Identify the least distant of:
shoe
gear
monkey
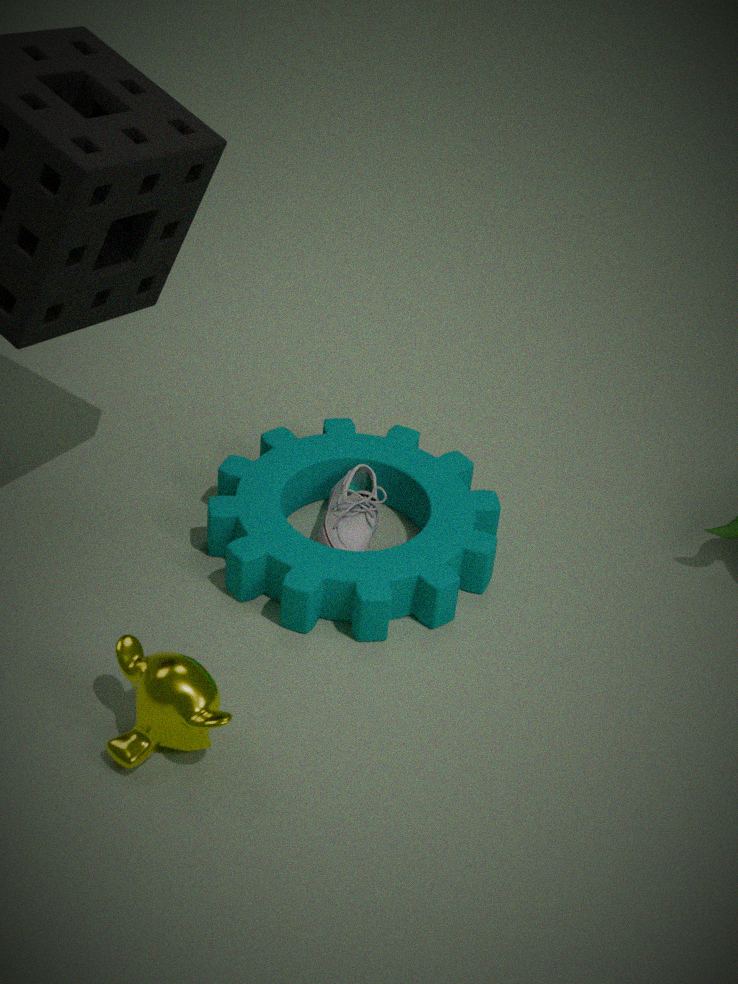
monkey
